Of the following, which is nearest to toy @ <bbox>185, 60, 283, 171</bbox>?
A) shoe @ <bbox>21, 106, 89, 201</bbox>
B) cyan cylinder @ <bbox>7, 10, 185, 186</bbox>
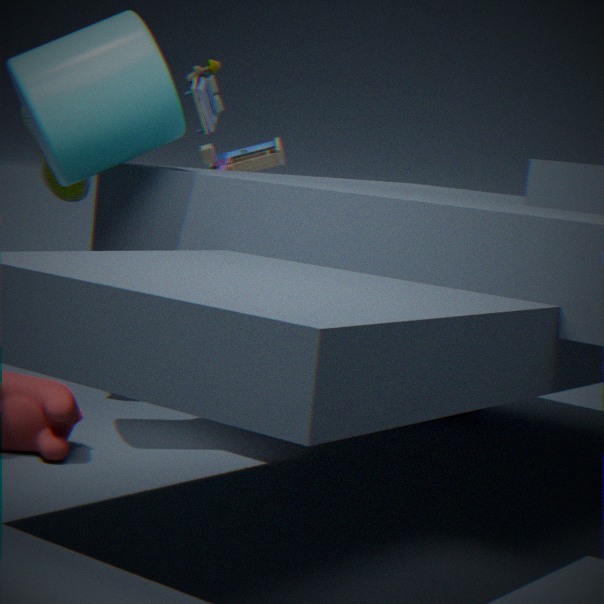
shoe @ <bbox>21, 106, 89, 201</bbox>
